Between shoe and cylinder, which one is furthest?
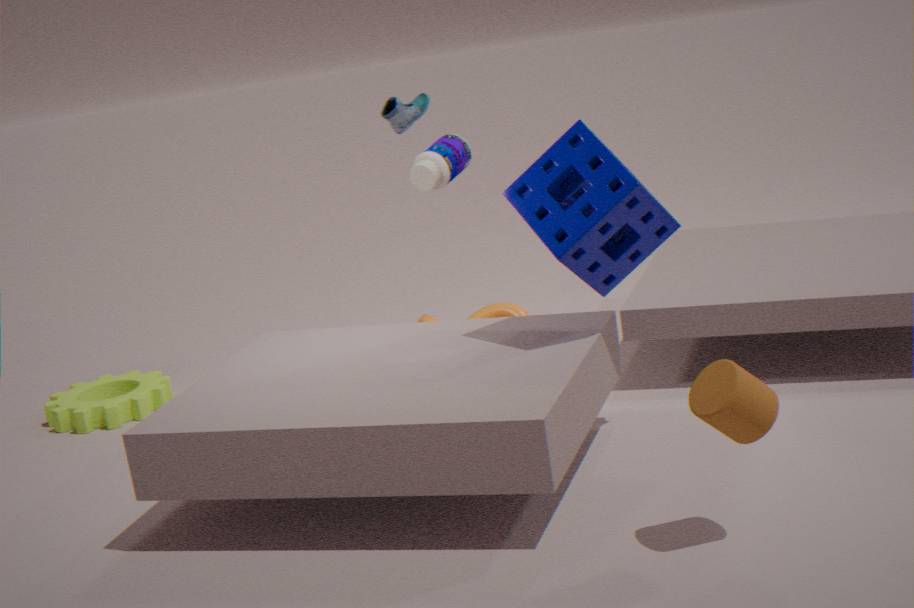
shoe
